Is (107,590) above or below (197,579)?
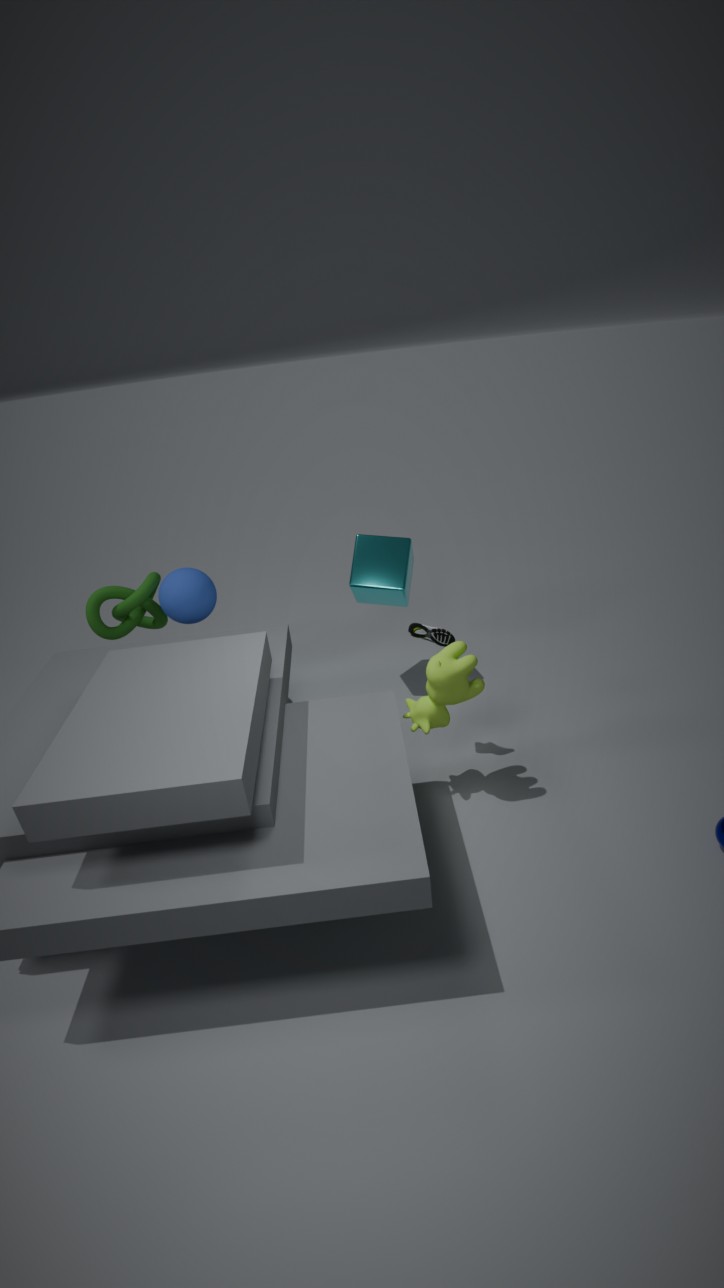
below
